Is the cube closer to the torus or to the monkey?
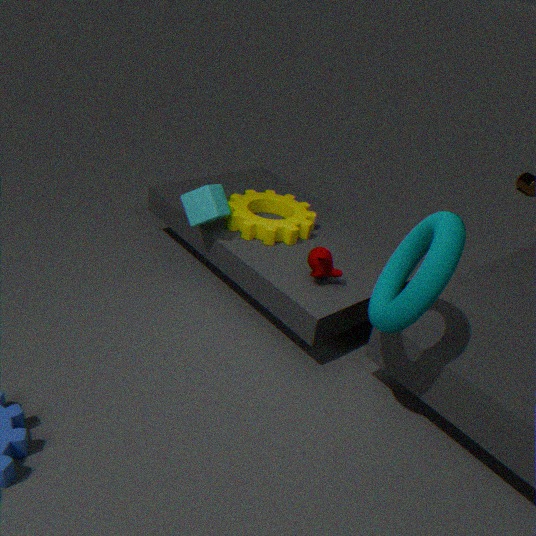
the monkey
